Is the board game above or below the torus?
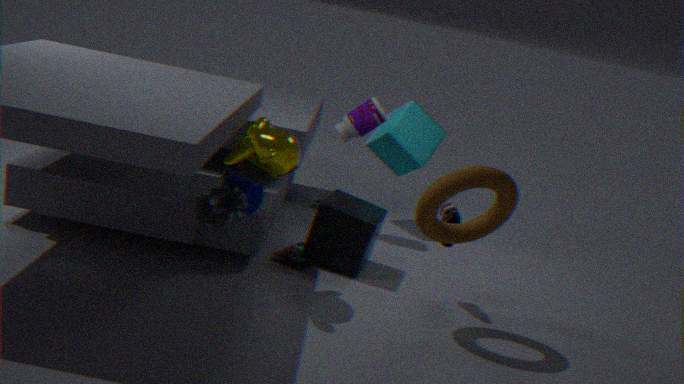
below
